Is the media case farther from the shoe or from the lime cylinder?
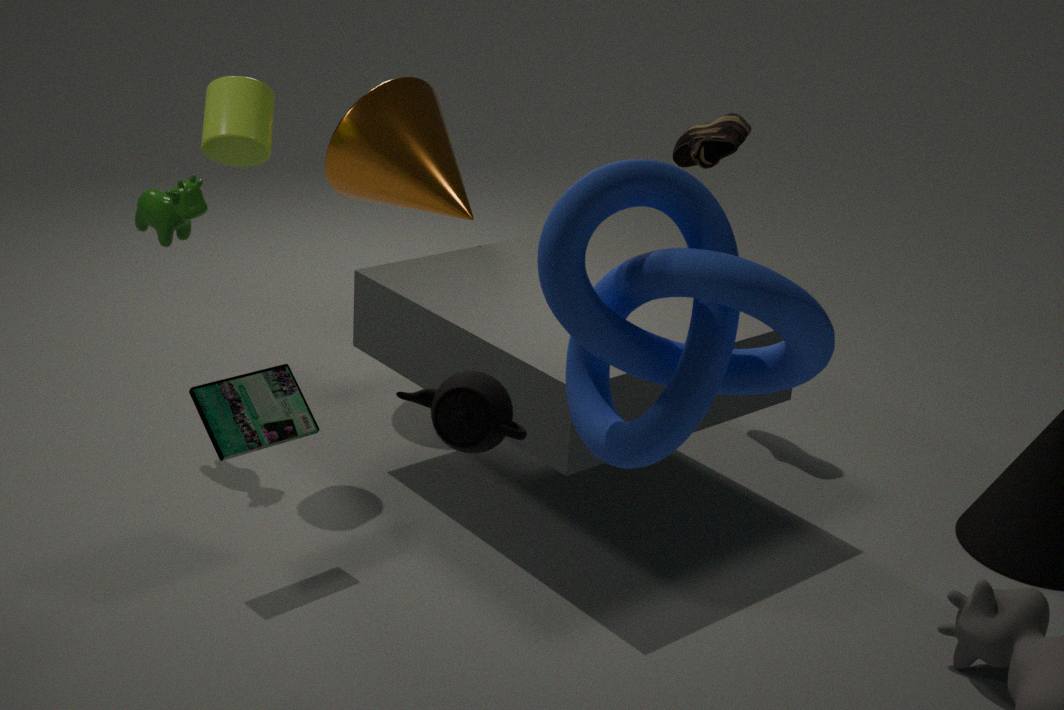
the shoe
